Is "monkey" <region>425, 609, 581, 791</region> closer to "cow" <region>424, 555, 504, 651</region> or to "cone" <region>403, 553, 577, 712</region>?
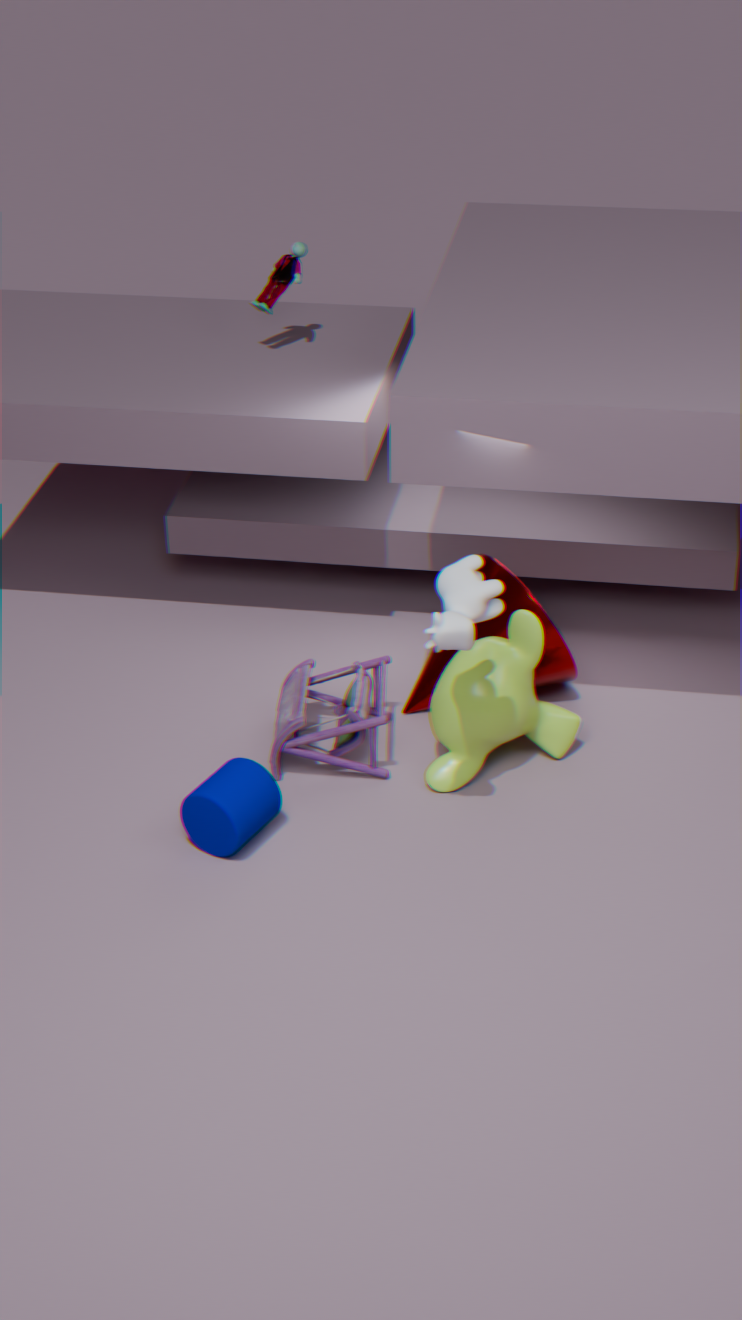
"cone" <region>403, 553, 577, 712</region>
